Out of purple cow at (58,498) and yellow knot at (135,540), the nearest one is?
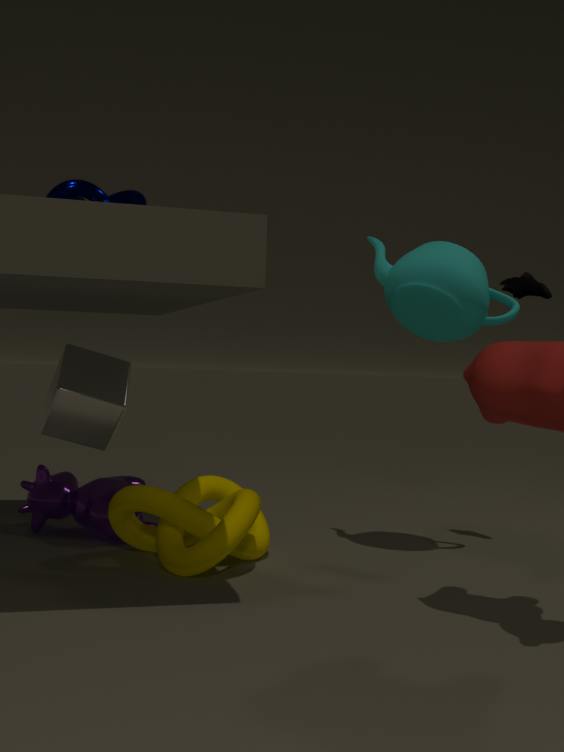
yellow knot at (135,540)
